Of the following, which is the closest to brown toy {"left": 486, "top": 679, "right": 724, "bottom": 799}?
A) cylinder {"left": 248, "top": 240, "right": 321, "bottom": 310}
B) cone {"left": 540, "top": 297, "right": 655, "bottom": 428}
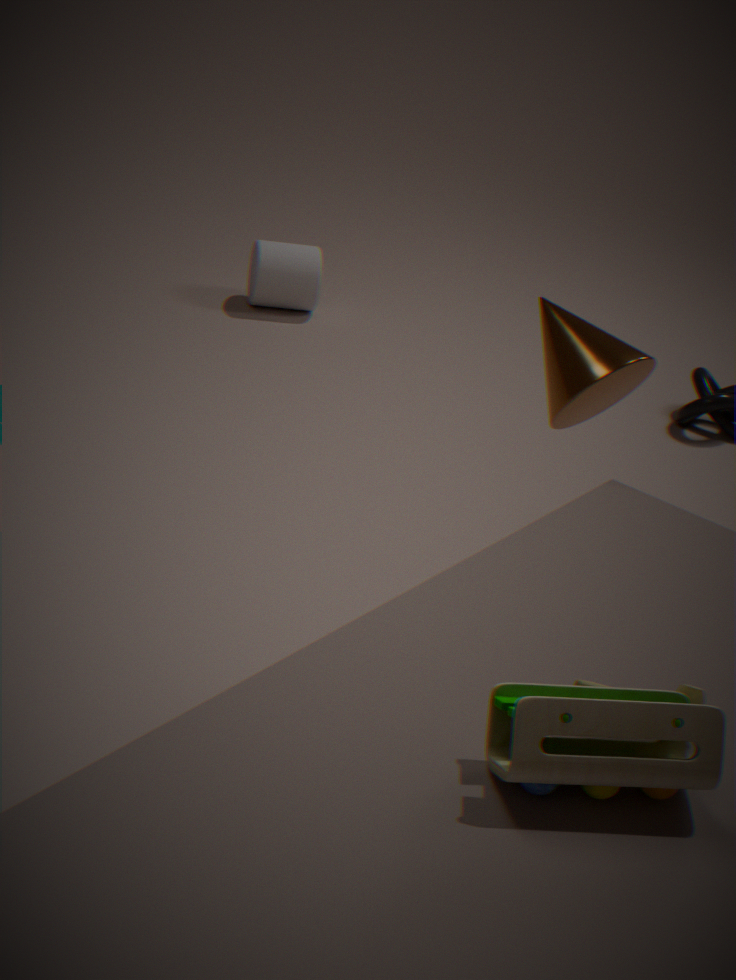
cone {"left": 540, "top": 297, "right": 655, "bottom": 428}
